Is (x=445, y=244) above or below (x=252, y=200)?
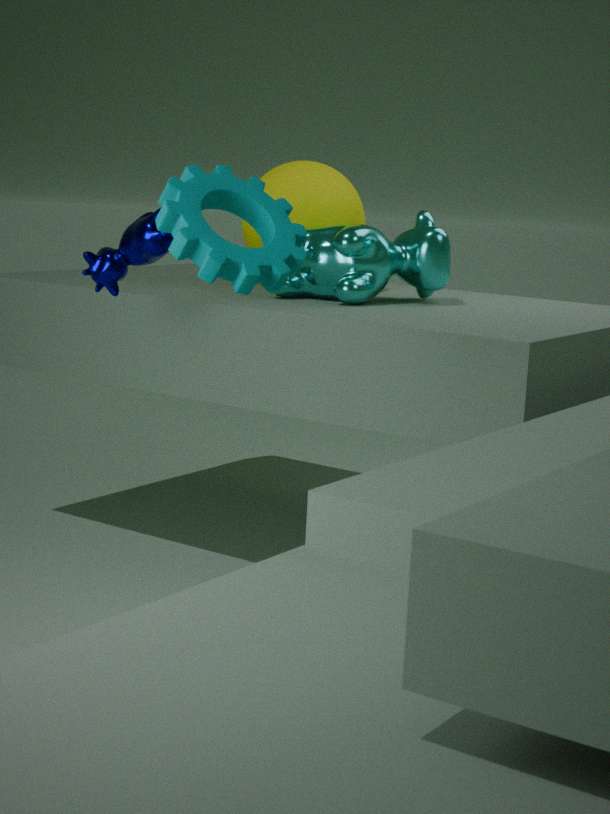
below
